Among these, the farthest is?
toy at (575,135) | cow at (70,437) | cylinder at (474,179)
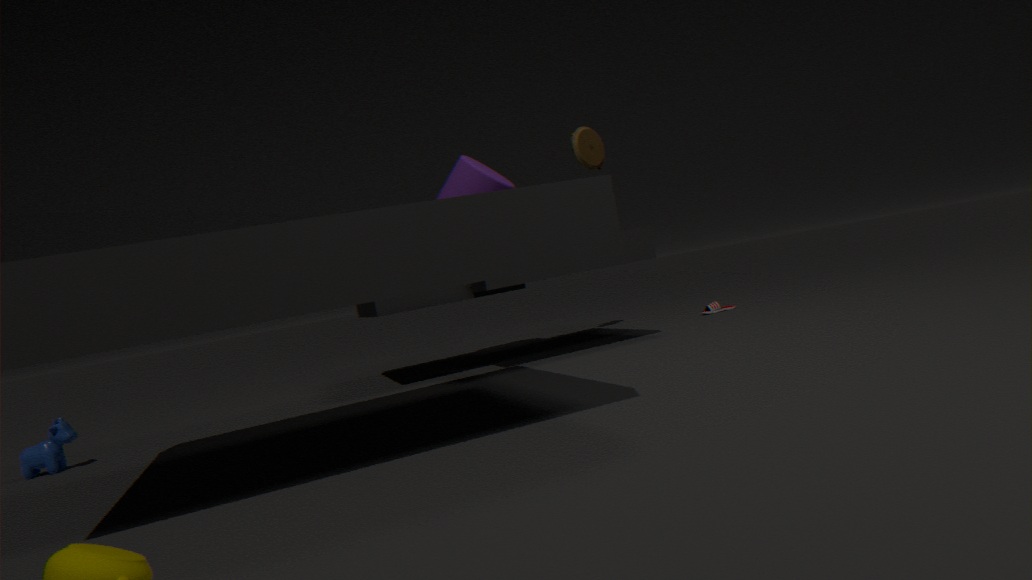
toy at (575,135)
